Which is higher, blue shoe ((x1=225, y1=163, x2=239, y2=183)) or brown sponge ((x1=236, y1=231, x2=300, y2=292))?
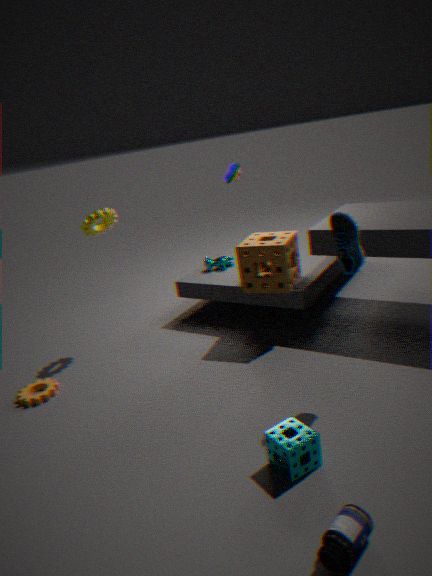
blue shoe ((x1=225, y1=163, x2=239, y2=183))
